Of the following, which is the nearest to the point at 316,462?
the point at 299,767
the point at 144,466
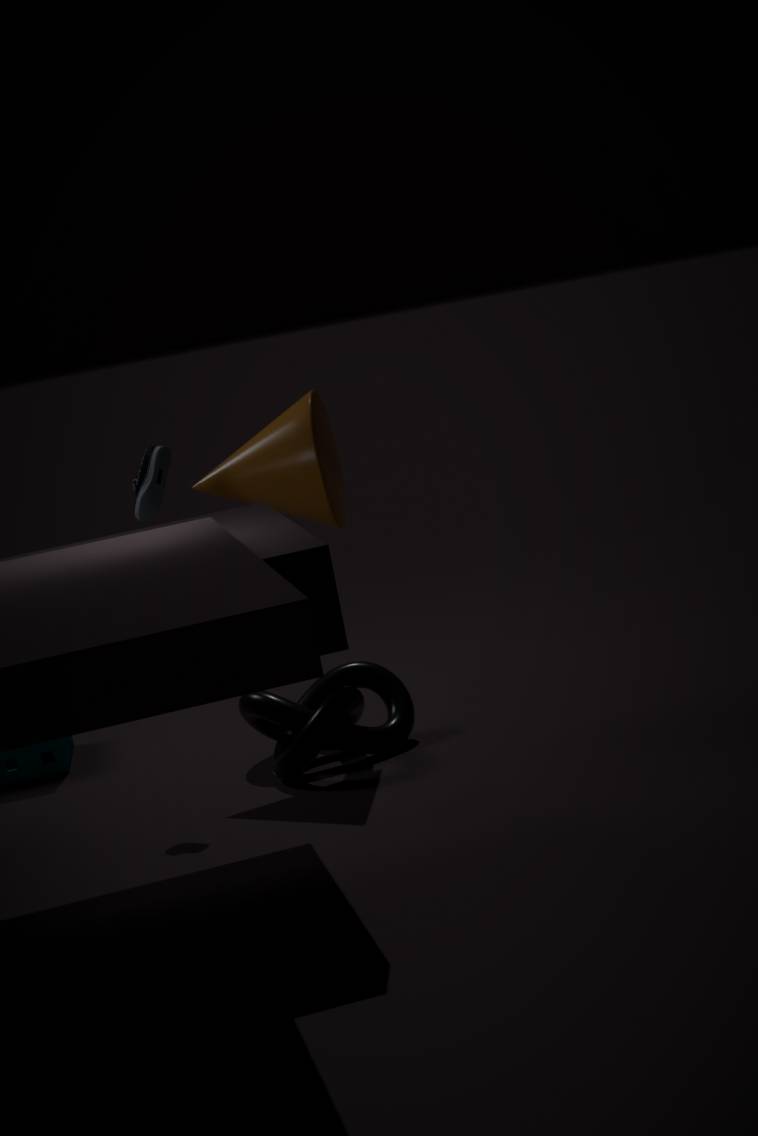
the point at 144,466
